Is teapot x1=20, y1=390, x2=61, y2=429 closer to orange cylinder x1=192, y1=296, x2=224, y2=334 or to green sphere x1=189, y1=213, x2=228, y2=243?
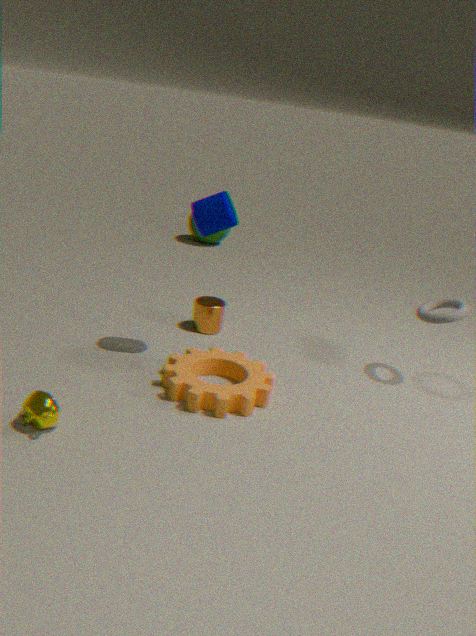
orange cylinder x1=192, y1=296, x2=224, y2=334
